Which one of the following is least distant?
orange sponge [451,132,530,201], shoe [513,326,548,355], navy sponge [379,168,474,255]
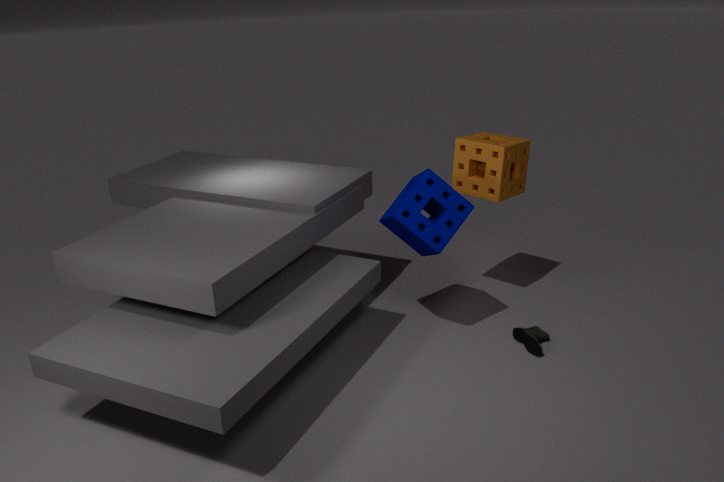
navy sponge [379,168,474,255]
